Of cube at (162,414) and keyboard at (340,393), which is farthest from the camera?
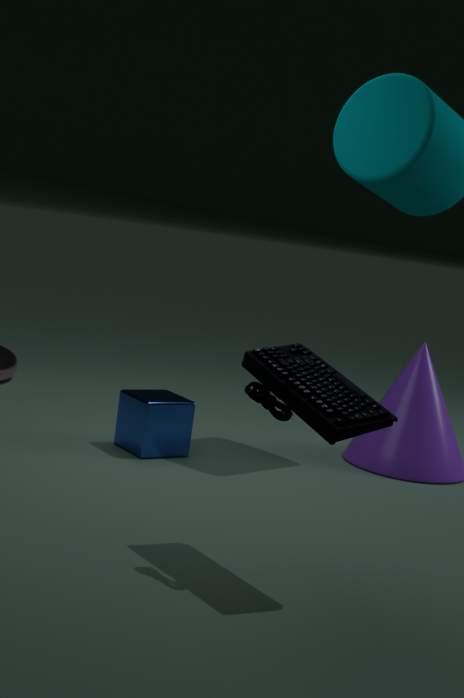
cube at (162,414)
